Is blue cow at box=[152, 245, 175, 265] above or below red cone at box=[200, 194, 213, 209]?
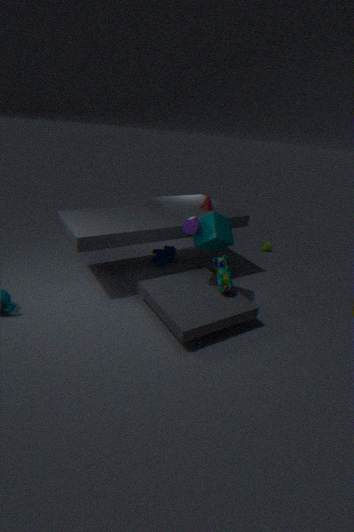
below
